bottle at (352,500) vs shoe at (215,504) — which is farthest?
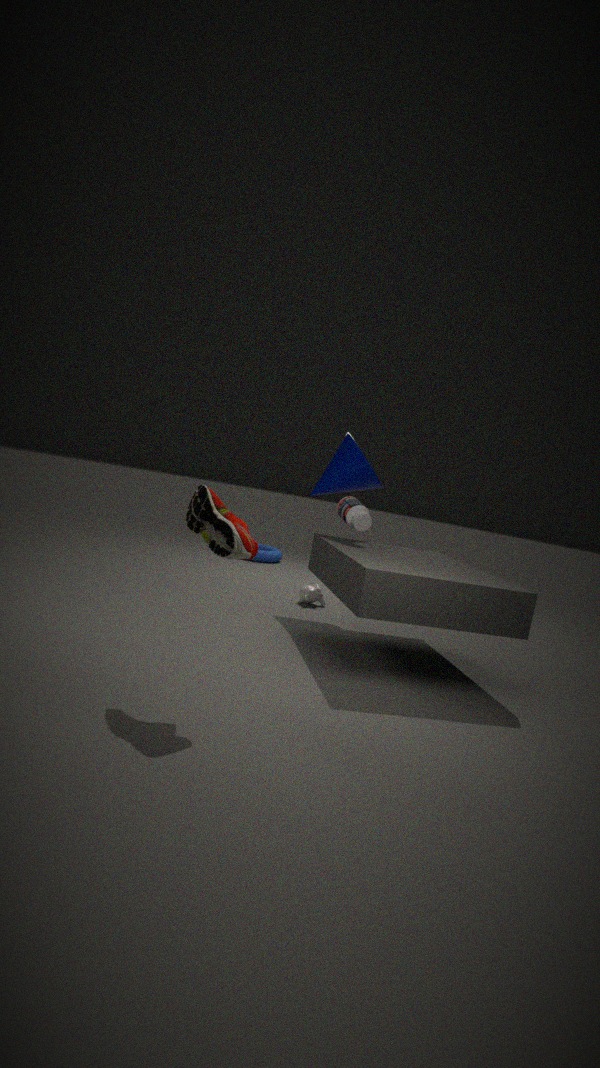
bottle at (352,500)
